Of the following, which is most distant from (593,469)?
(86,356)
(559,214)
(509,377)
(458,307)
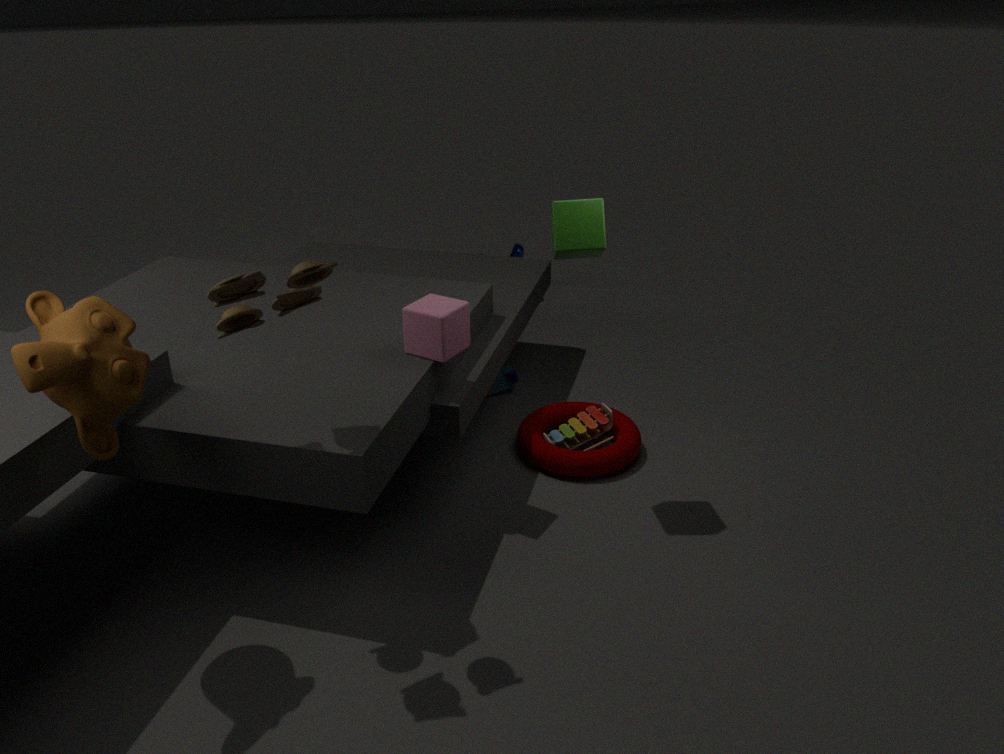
(86,356)
